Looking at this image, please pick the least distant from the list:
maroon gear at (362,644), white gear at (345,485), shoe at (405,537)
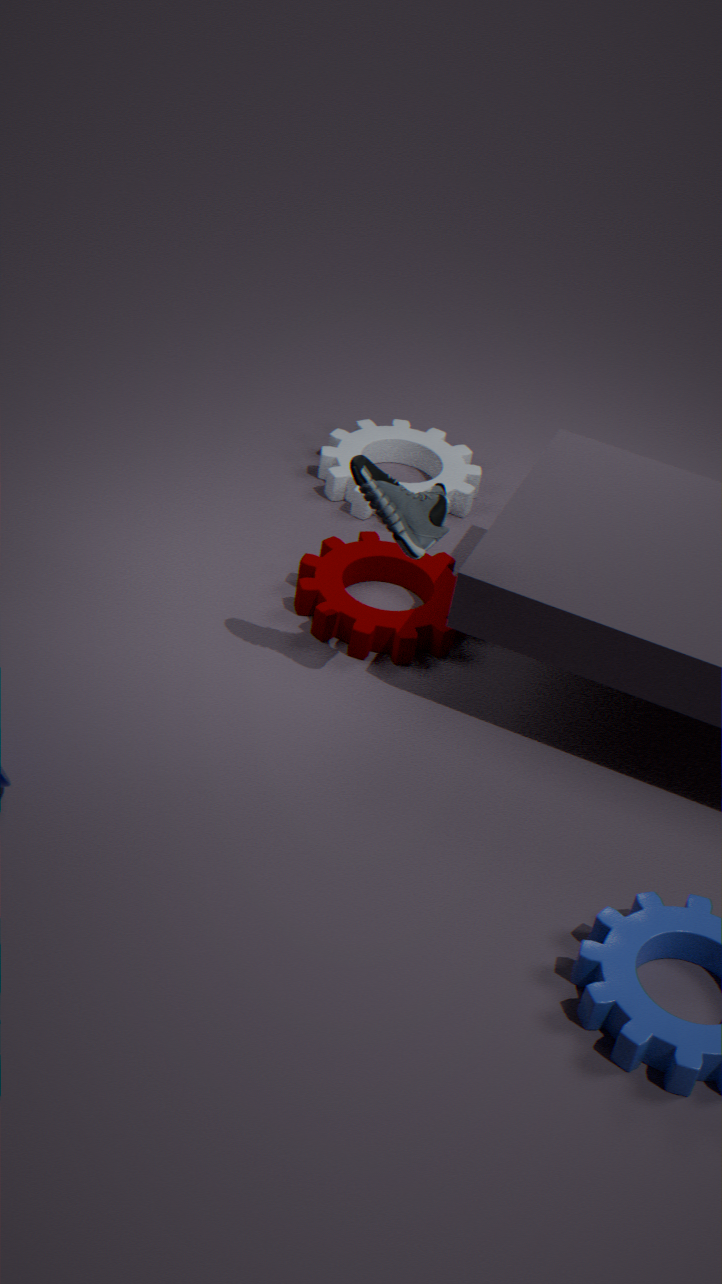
shoe at (405,537)
